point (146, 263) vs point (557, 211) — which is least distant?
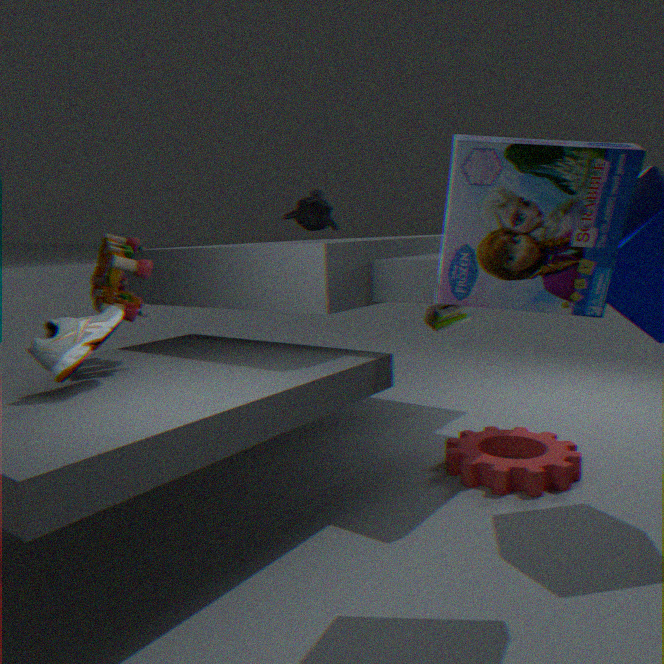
point (557, 211)
